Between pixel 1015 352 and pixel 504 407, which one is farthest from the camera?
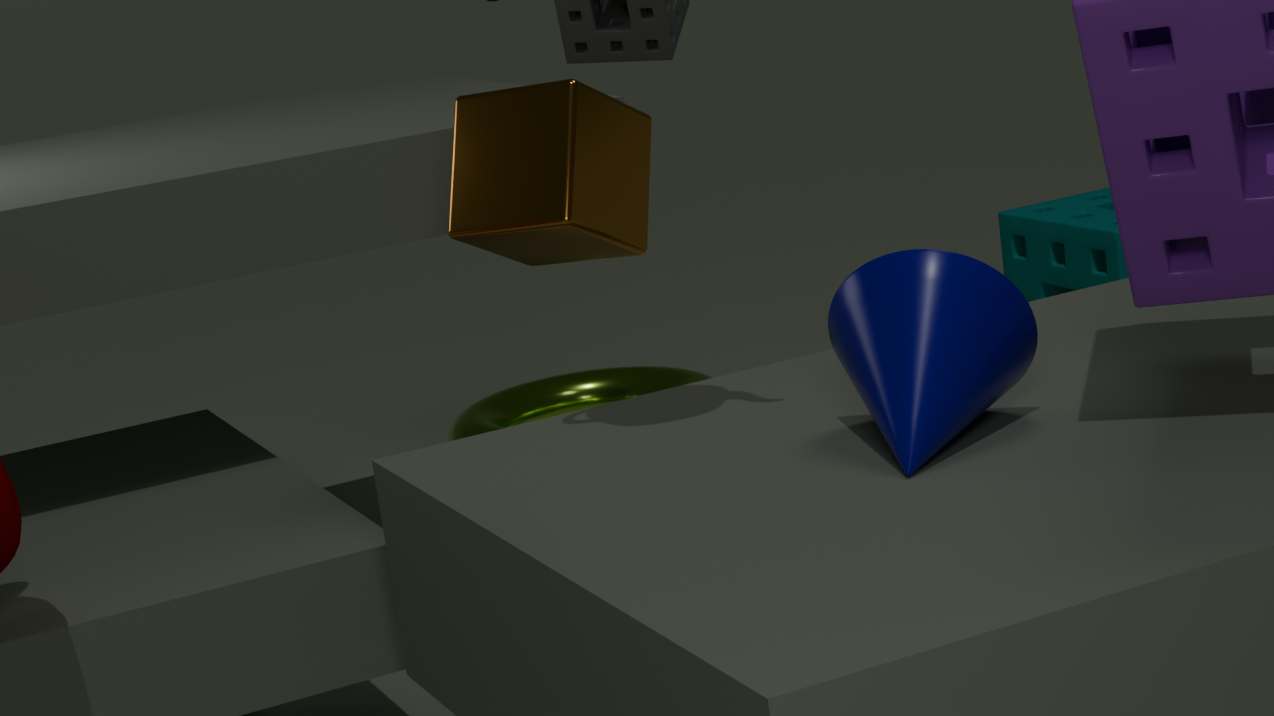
pixel 504 407
